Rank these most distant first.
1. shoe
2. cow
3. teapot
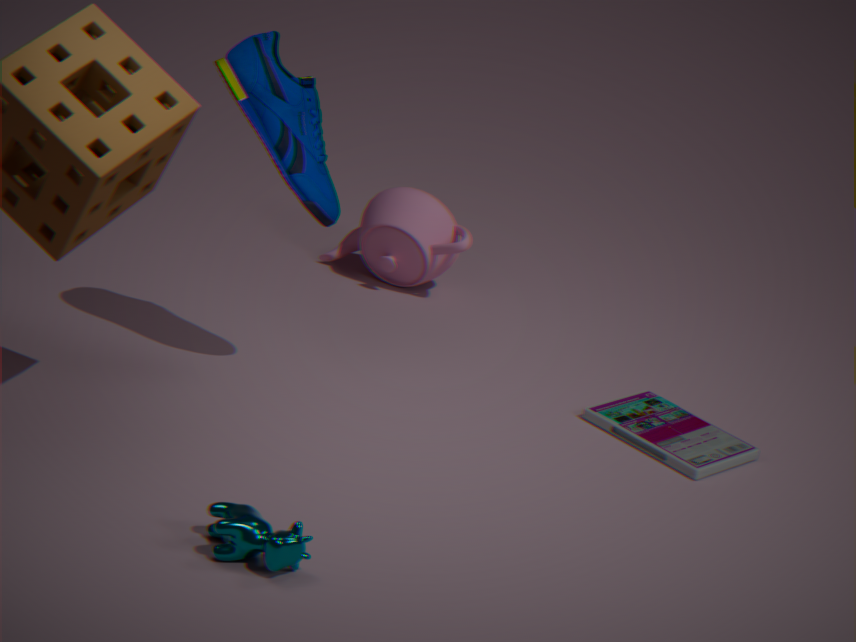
teapot < shoe < cow
